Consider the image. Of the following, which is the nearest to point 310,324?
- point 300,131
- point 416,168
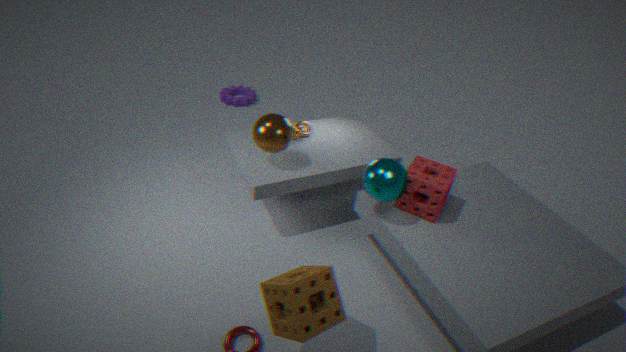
point 416,168
